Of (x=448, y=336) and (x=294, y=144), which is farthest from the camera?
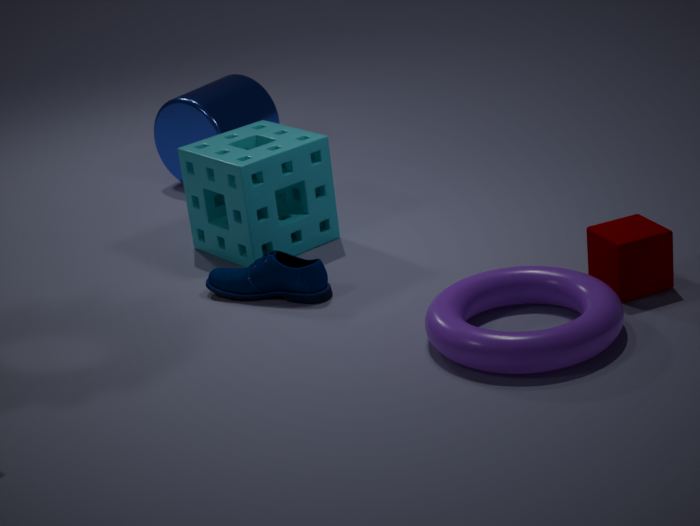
(x=294, y=144)
